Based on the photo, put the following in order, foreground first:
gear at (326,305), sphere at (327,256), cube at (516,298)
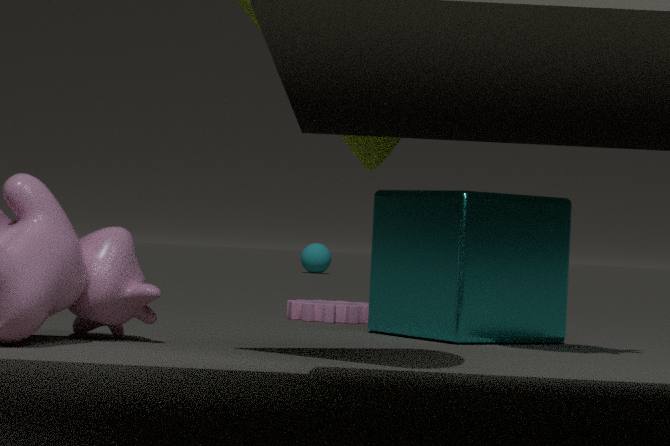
cube at (516,298) < gear at (326,305) < sphere at (327,256)
